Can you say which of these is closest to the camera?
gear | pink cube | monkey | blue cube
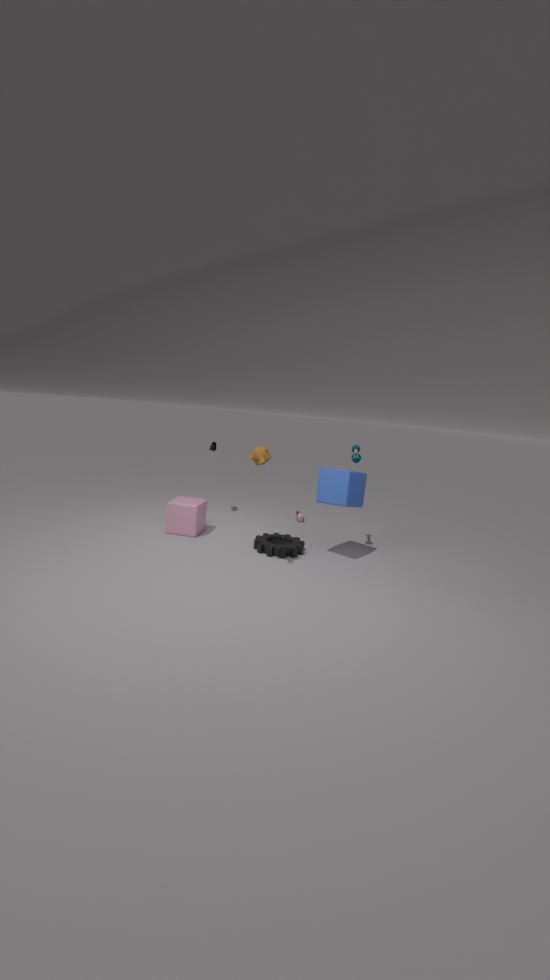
monkey
